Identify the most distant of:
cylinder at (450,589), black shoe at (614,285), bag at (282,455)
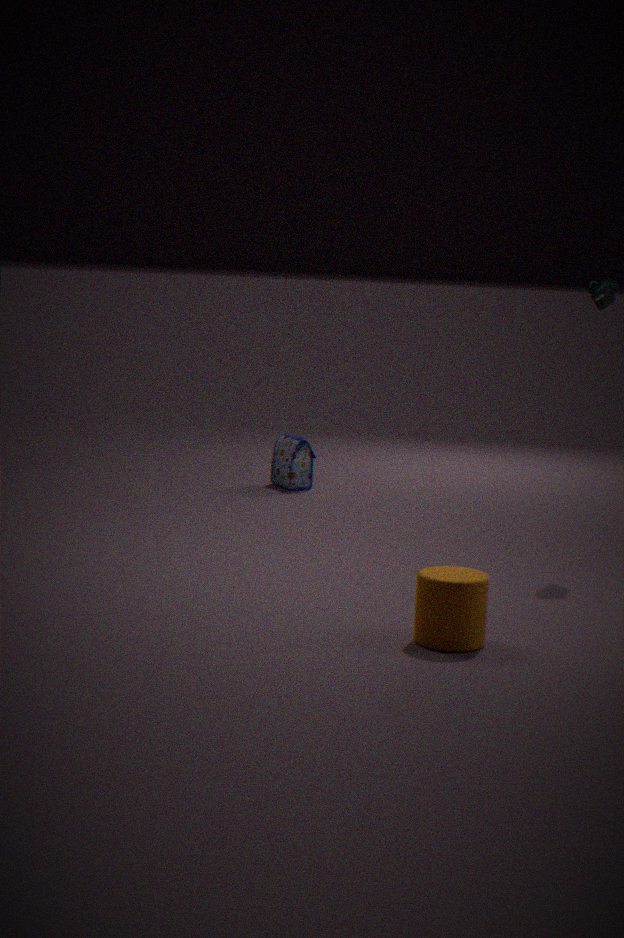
bag at (282,455)
